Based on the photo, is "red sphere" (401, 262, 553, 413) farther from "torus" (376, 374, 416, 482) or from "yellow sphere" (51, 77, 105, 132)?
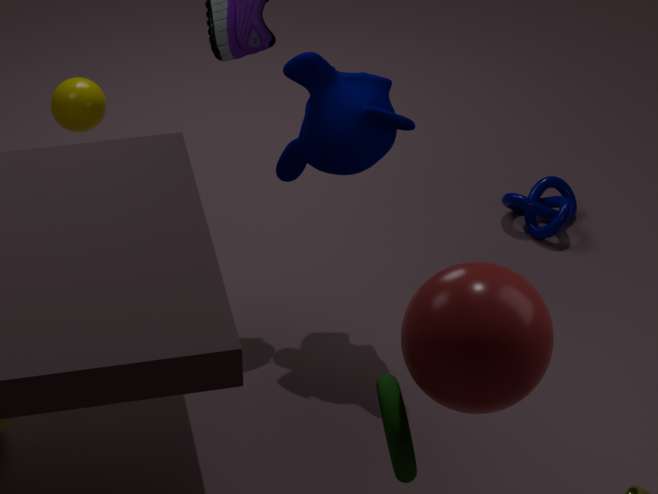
"yellow sphere" (51, 77, 105, 132)
